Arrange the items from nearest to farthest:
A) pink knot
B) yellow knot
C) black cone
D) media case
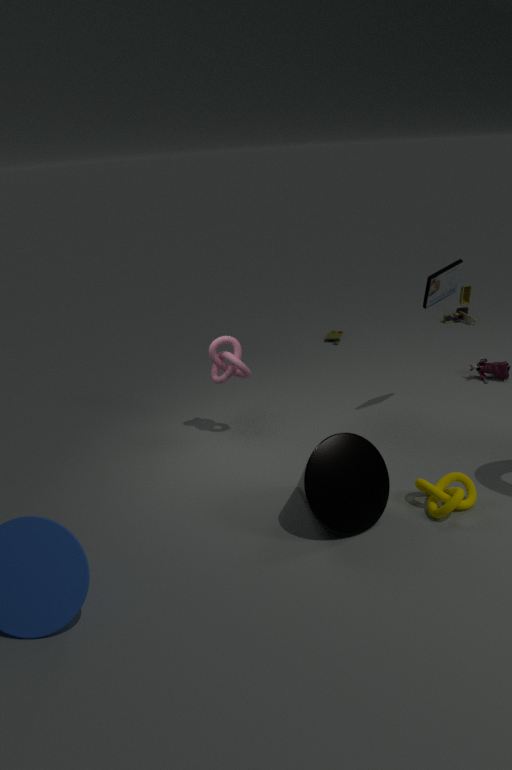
black cone
yellow knot
media case
pink knot
